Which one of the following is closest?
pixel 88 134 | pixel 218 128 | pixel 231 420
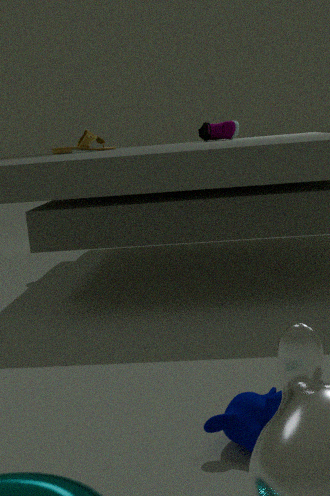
pixel 231 420
